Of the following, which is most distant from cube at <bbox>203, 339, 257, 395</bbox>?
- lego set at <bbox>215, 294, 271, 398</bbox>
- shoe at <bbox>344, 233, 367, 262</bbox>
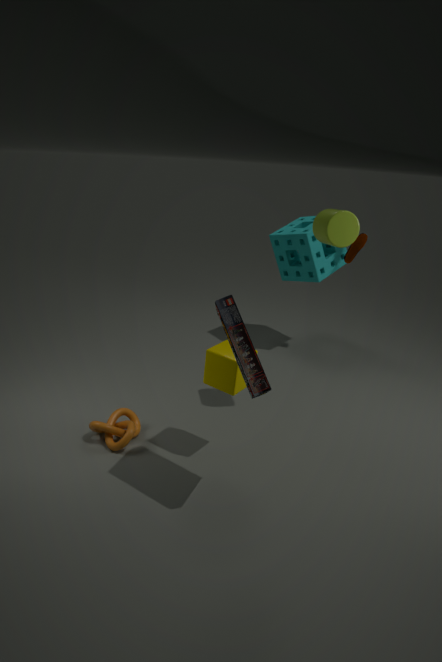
shoe at <bbox>344, 233, 367, 262</bbox>
